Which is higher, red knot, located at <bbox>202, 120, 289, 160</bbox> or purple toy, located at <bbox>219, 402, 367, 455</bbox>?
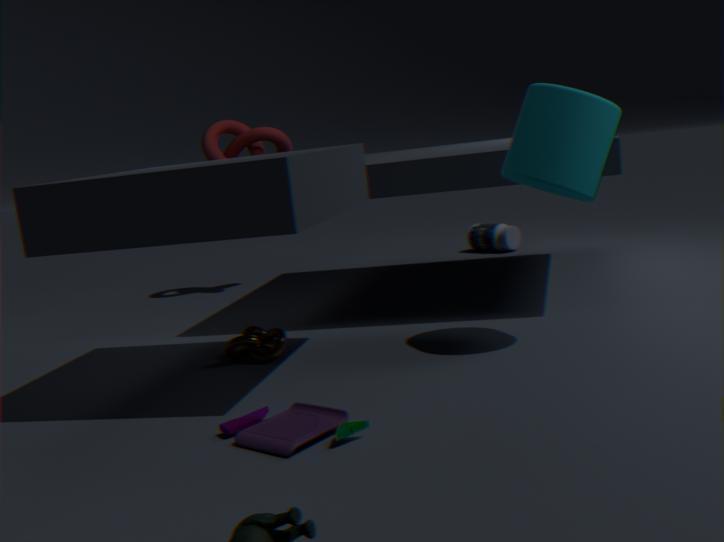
red knot, located at <bbox>202, 120, 289, 160</bbox>
